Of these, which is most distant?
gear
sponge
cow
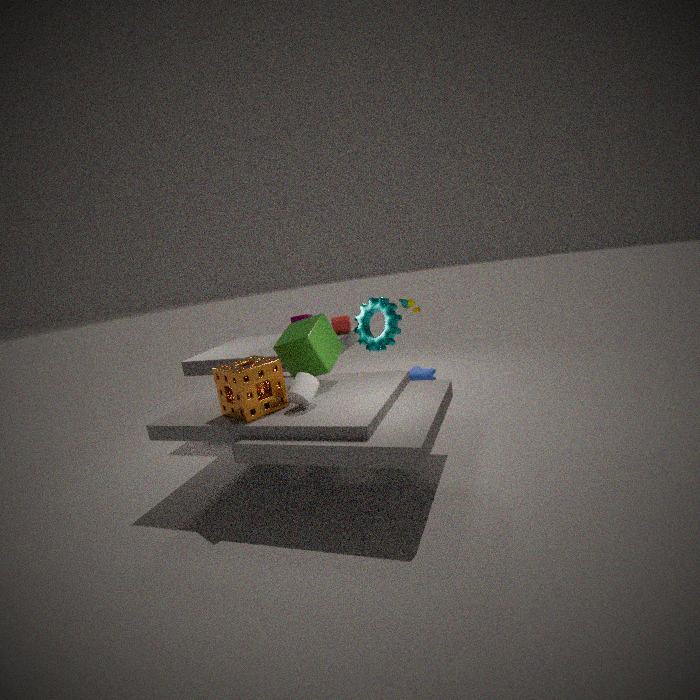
cow
